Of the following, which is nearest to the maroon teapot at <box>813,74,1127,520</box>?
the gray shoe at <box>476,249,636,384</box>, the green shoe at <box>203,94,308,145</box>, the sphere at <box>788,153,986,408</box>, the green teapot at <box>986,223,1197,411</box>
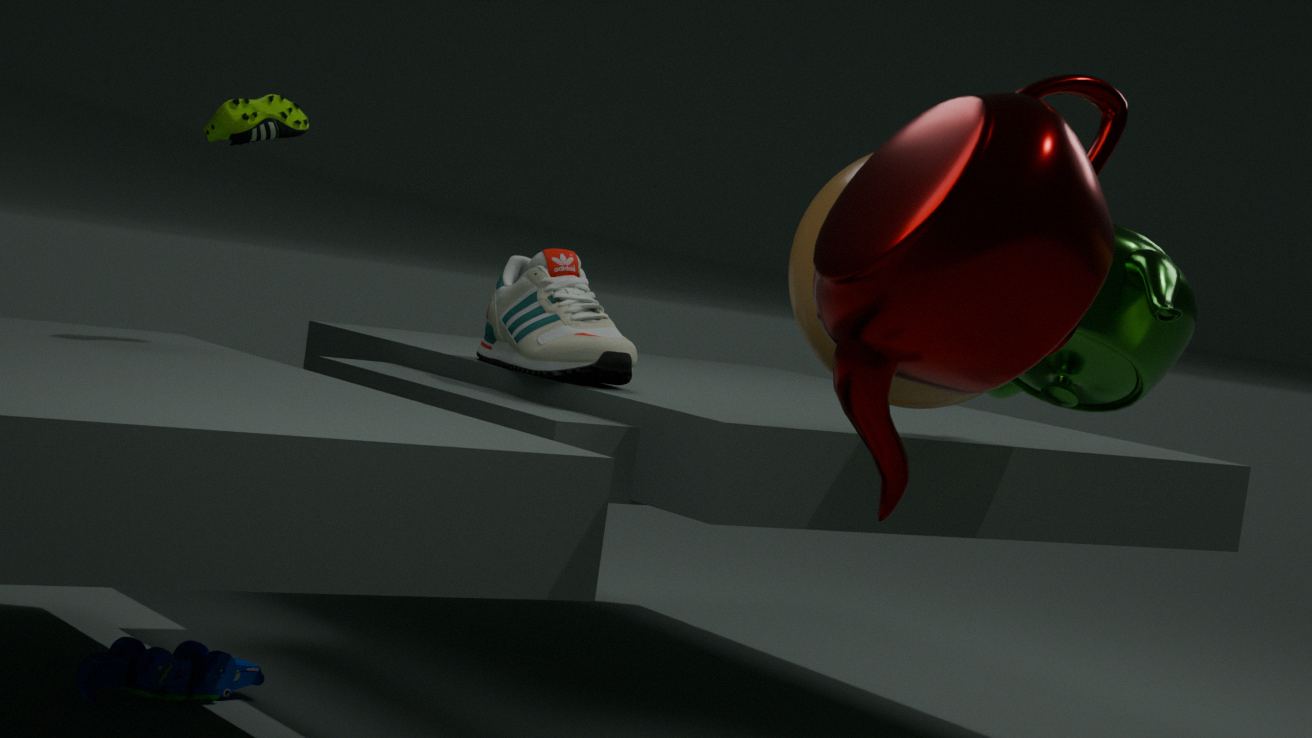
the sphere at <box>788,153,986,408</box>
